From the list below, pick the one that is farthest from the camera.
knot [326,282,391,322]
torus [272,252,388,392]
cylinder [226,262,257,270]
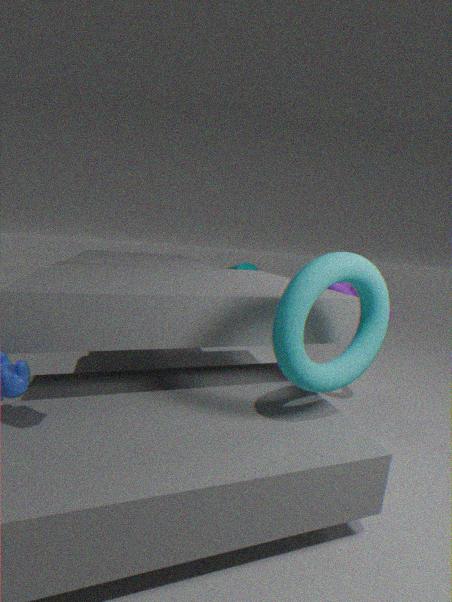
cylinder [226,262,257,270]
